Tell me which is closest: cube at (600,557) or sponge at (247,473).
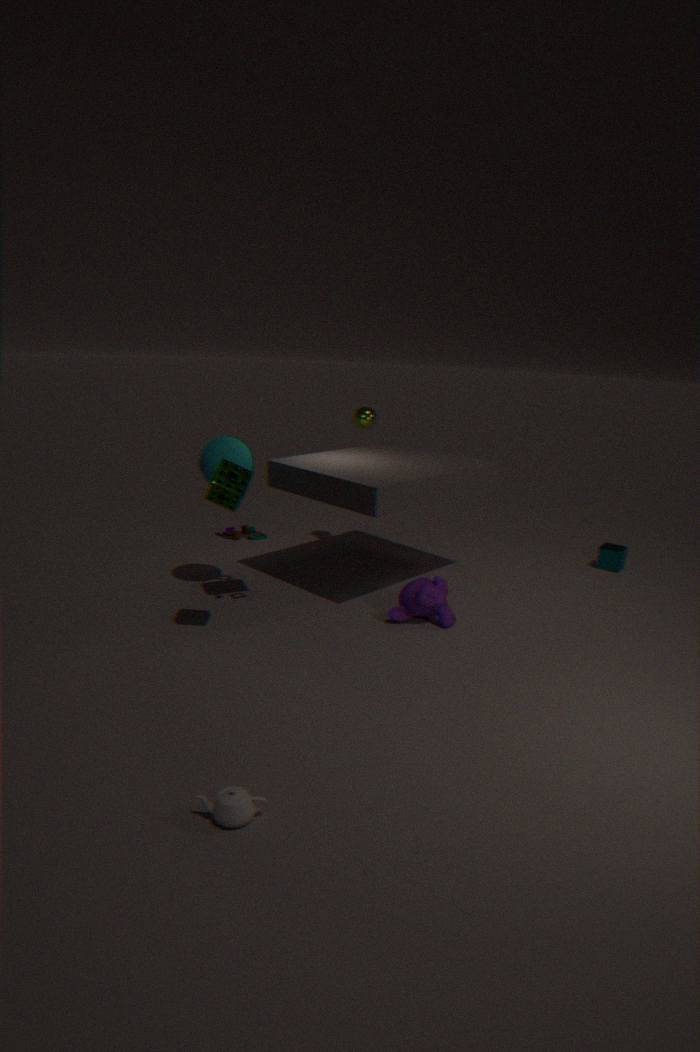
sponge at (247,473)
